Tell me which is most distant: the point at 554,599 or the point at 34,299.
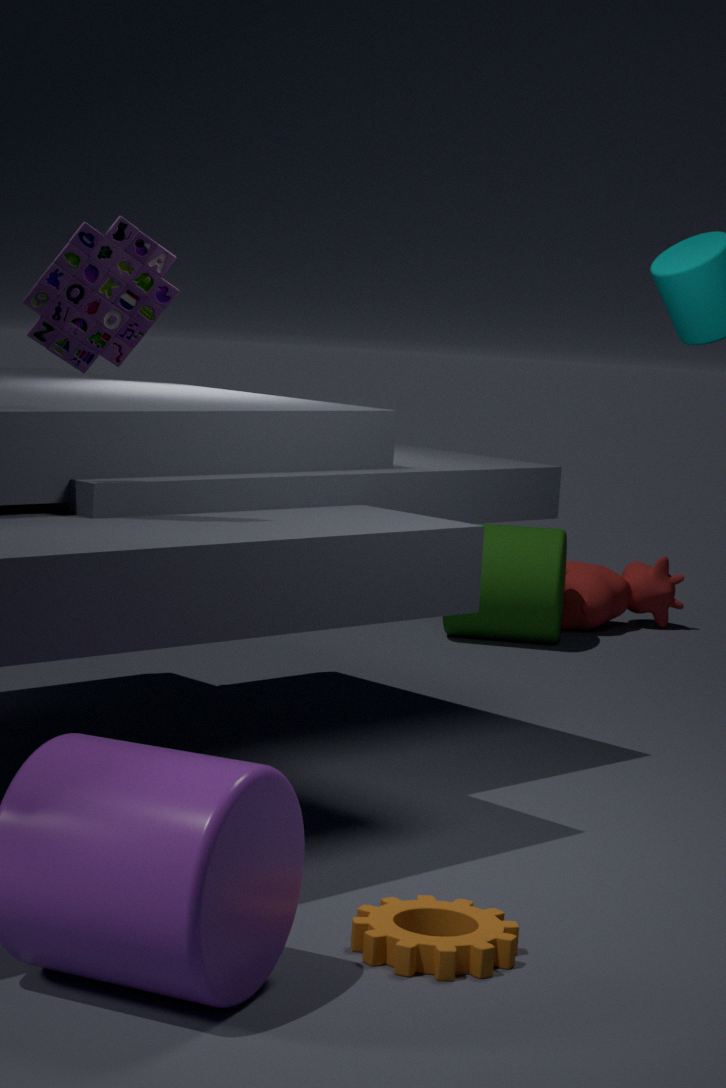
the point at 554,599
